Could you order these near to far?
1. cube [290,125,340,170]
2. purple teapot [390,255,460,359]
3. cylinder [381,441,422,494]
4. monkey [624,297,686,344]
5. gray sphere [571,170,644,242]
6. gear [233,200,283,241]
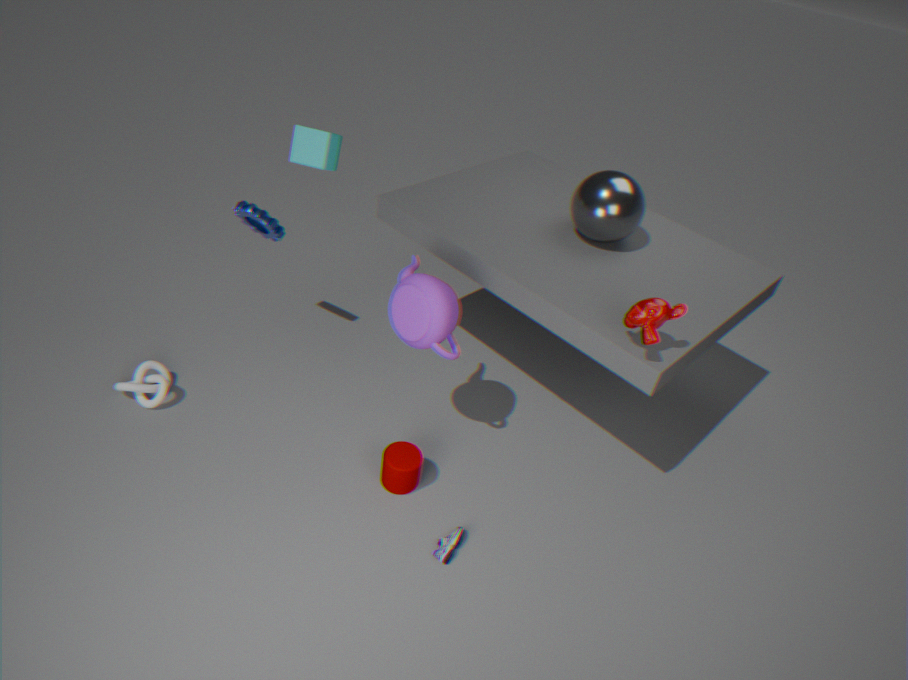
monkey [624,297,686,344]
purple teapot [390,255,460,359]
cylinder [381,441,422,494]
gray sphere [571,170,644,242]
cube [290,125,340,170]
gear [233,200,283,241]
